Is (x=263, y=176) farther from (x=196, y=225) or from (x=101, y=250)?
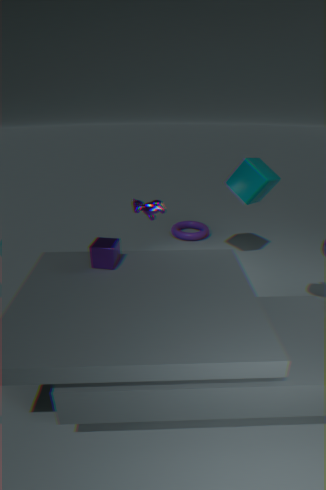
(x=101, y=250)
